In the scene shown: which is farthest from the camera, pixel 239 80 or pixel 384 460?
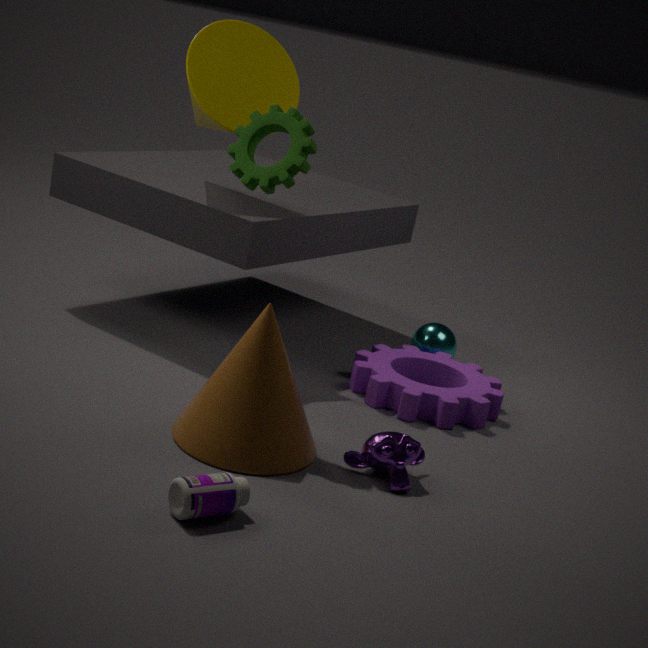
pixel 239 80
